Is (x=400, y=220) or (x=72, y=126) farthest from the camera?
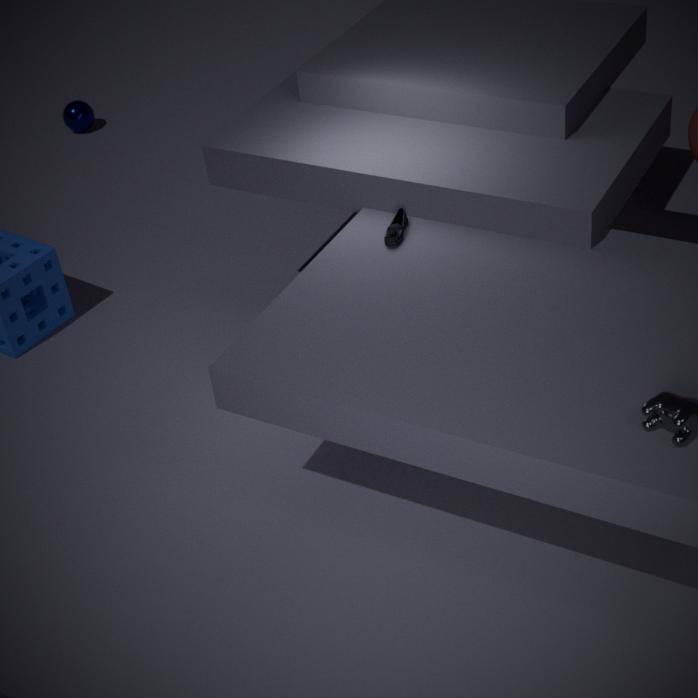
(x=72, y=126)
